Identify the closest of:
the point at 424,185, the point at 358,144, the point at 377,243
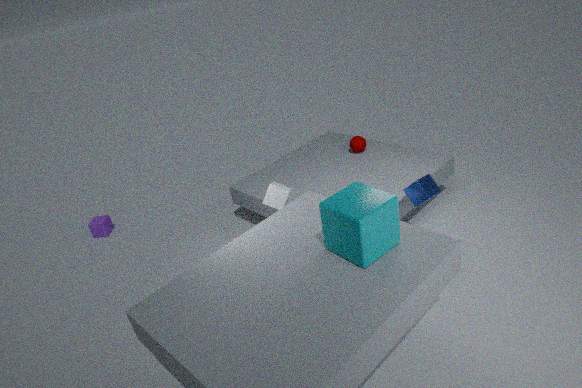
the point at 377,243
